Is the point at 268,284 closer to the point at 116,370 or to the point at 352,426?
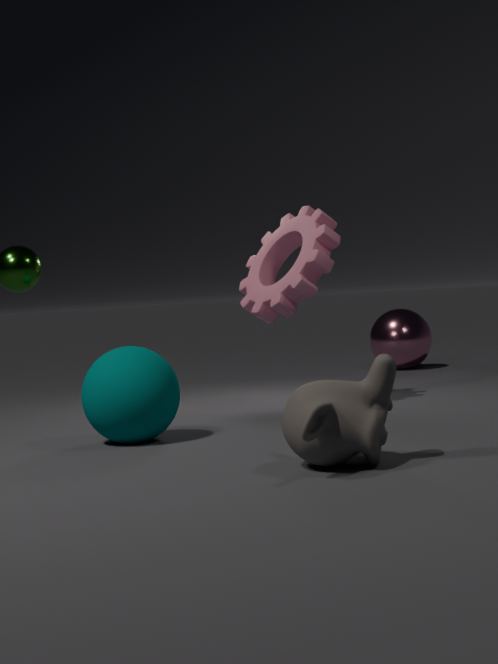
the point at 116,370
